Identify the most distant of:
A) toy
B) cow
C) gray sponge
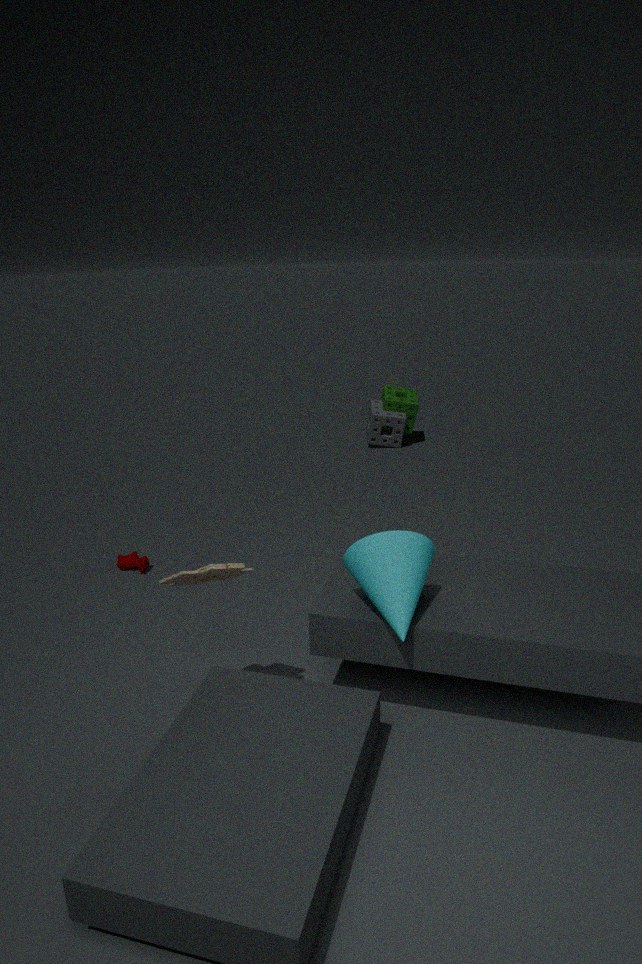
gray sponge
